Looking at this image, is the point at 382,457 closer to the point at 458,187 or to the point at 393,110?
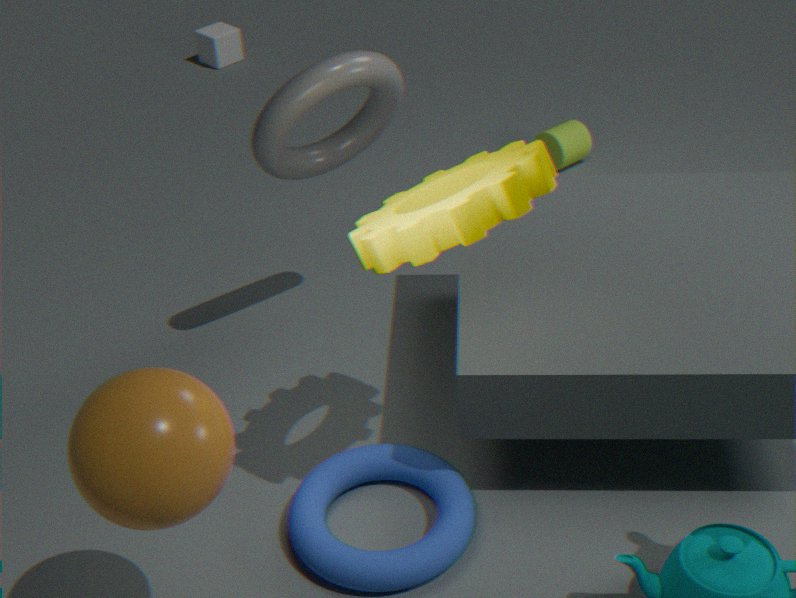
the point at 458,187
